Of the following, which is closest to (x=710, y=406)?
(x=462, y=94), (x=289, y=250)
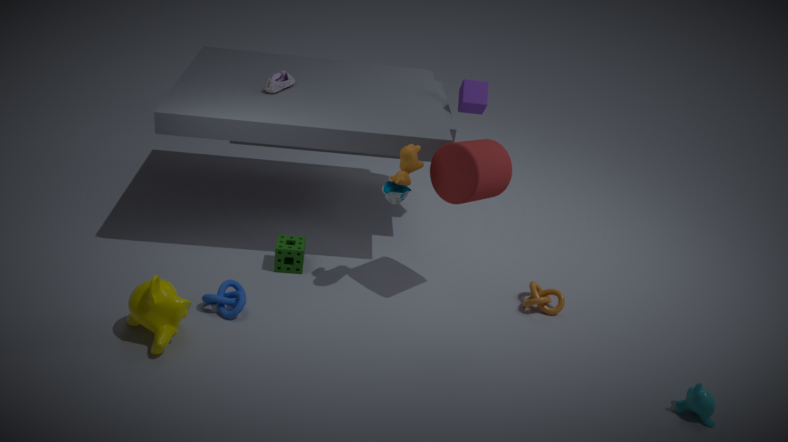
(x=462, y=94)
